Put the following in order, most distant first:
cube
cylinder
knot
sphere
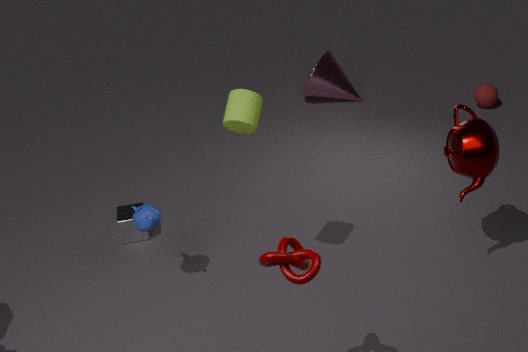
sphere → cube → cylinder → knot
